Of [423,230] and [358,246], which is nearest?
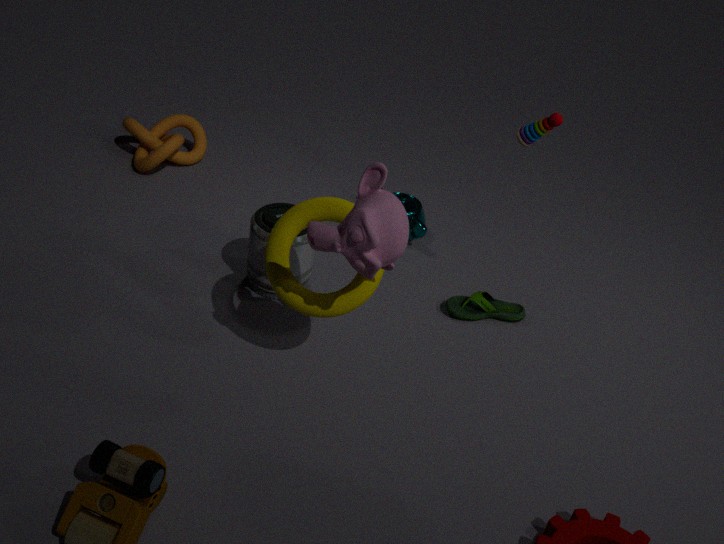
[358,246]
